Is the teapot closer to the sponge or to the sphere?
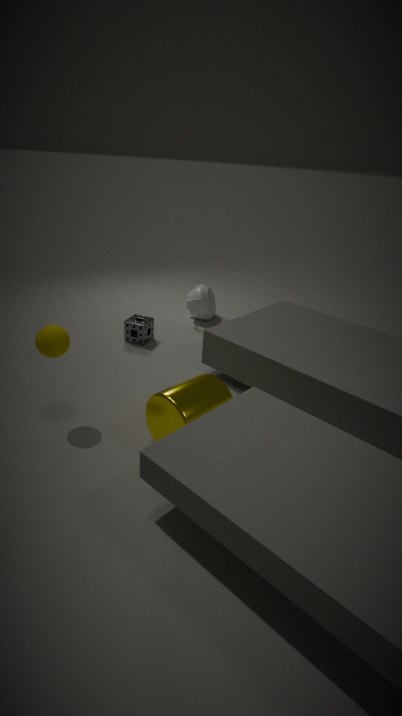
the sponge
